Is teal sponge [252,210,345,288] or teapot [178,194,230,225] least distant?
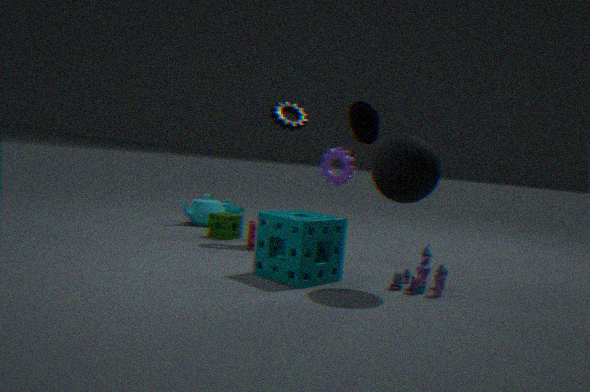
teal sponge [252,210,345,288]
